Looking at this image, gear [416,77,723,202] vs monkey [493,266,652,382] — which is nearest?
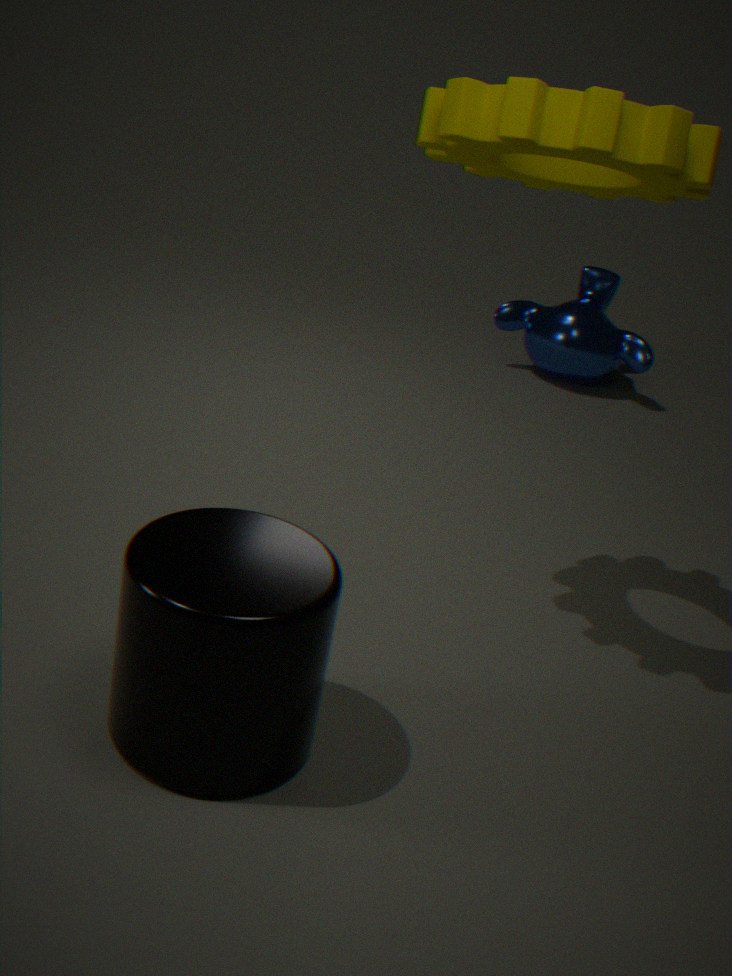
gear [416,77,723,202]
